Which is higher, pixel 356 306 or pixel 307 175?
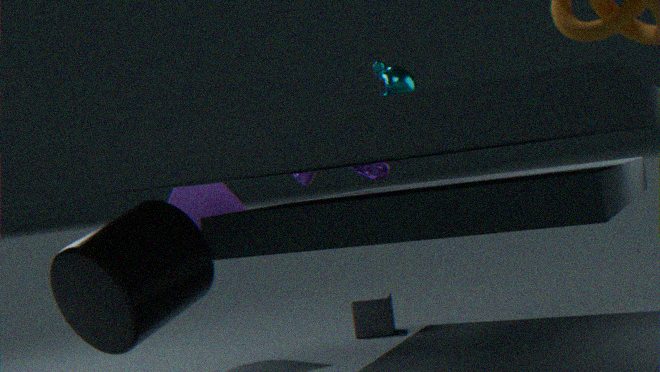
pixel 307 175
